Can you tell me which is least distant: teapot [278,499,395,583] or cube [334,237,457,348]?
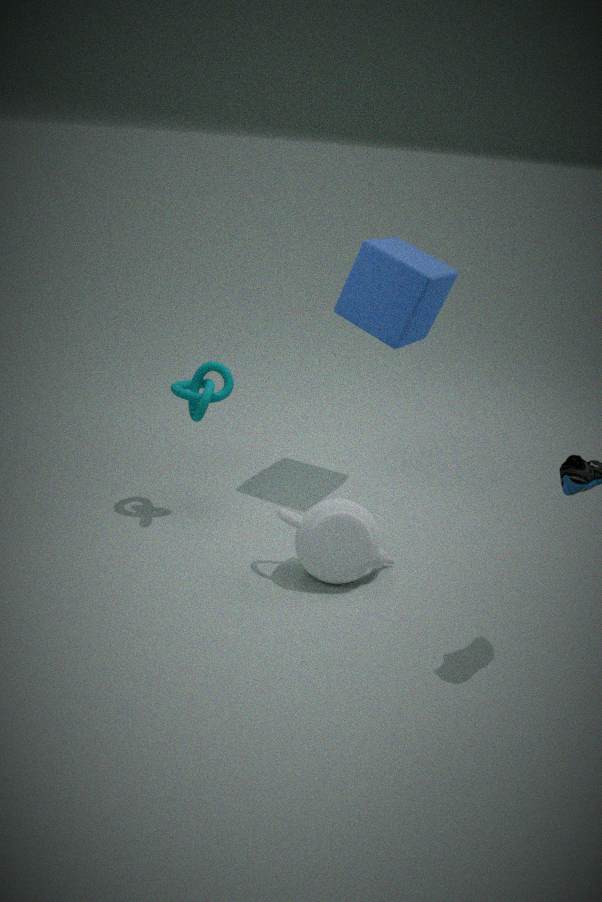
teapot [278,499,395,583]
